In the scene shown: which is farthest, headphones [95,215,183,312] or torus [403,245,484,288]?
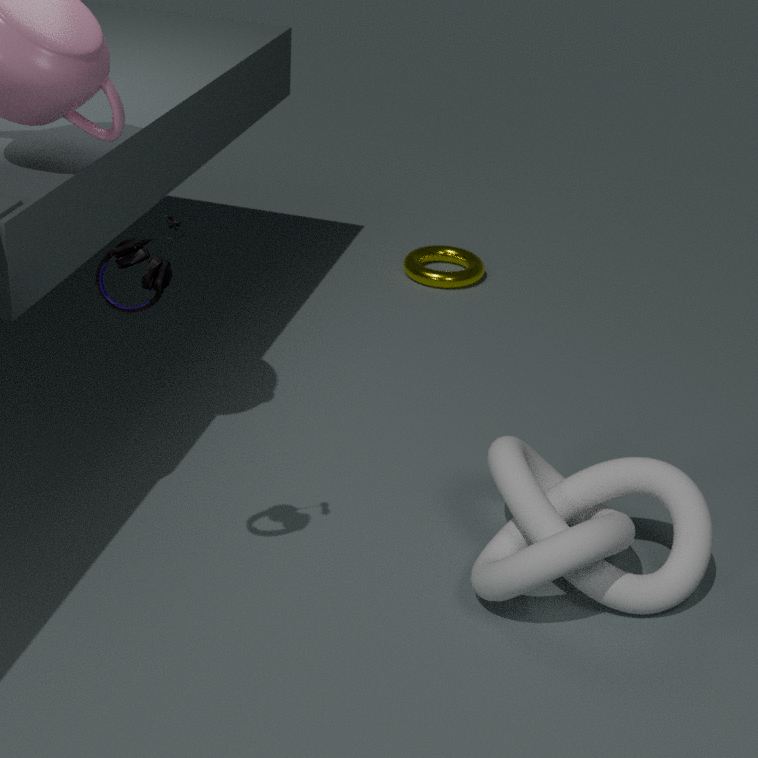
torus [403,245,484,288]
